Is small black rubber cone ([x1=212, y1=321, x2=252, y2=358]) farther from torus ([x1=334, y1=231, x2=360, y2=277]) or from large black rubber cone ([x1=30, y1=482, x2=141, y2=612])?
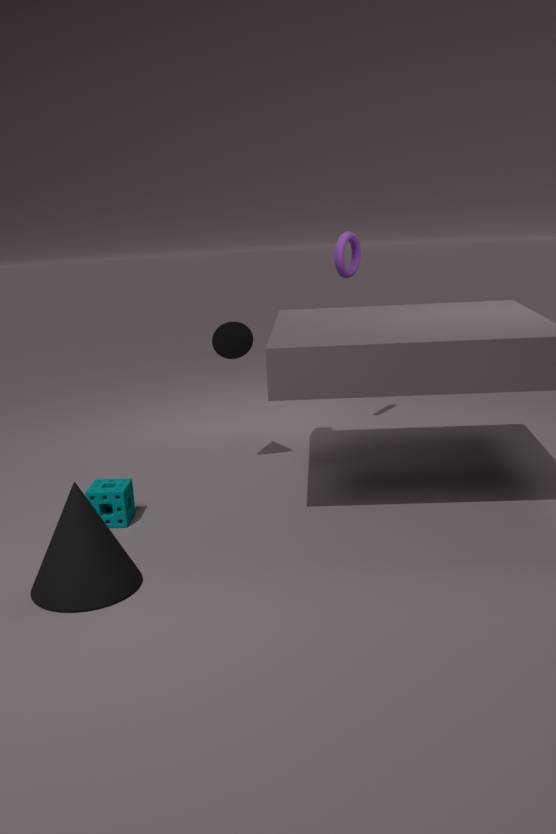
large black rubber cone ([x1=30, y1=482, x2=141, y2=612])
